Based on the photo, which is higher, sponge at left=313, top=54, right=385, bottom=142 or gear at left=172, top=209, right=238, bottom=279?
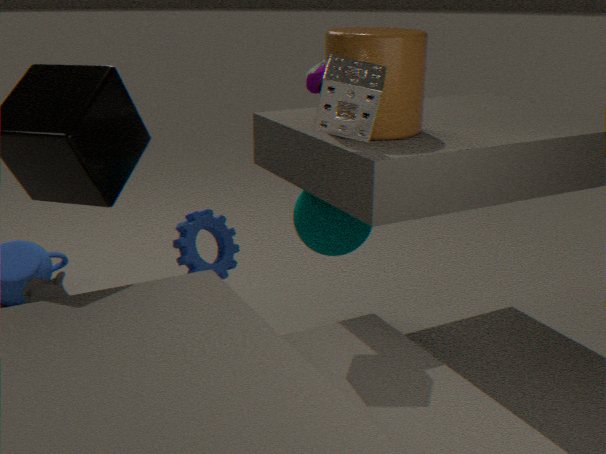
sponge at left=313, top=54, right=385, bottom=142
